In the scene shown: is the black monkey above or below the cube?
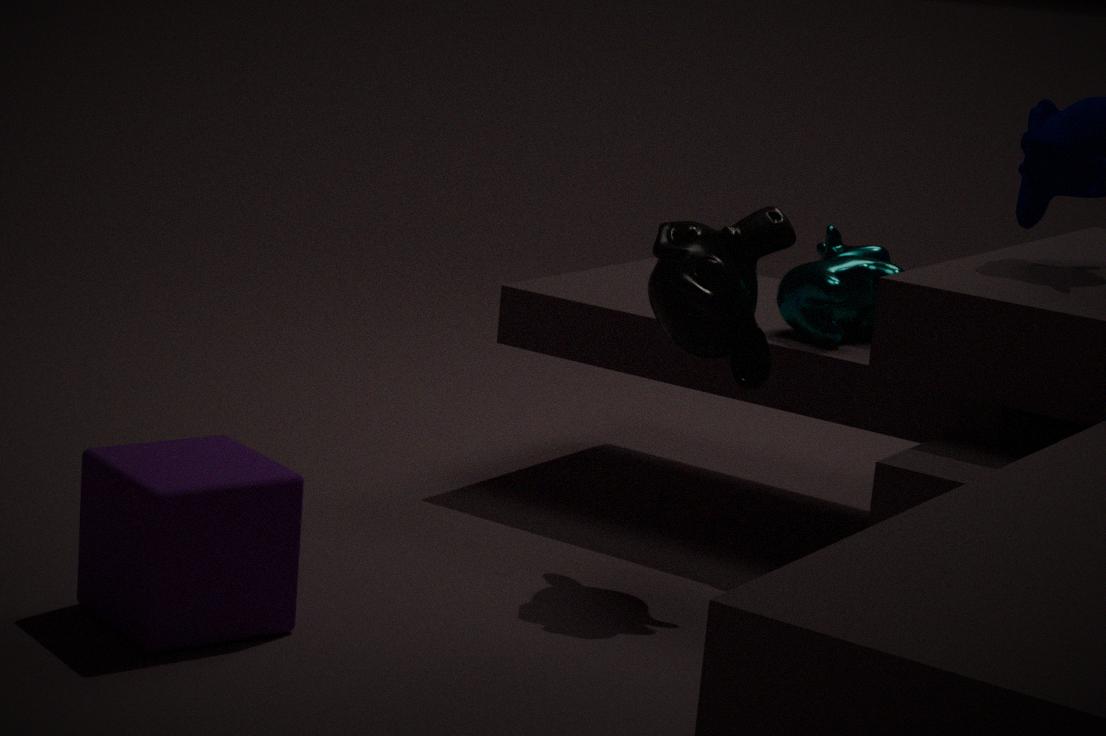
above
